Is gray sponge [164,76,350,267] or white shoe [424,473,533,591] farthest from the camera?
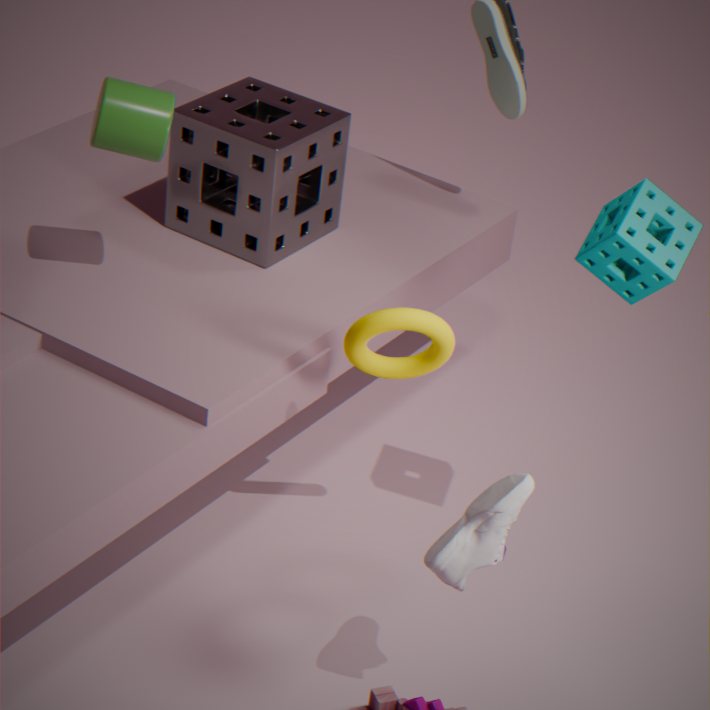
gray sponge [164,76,350,267]
